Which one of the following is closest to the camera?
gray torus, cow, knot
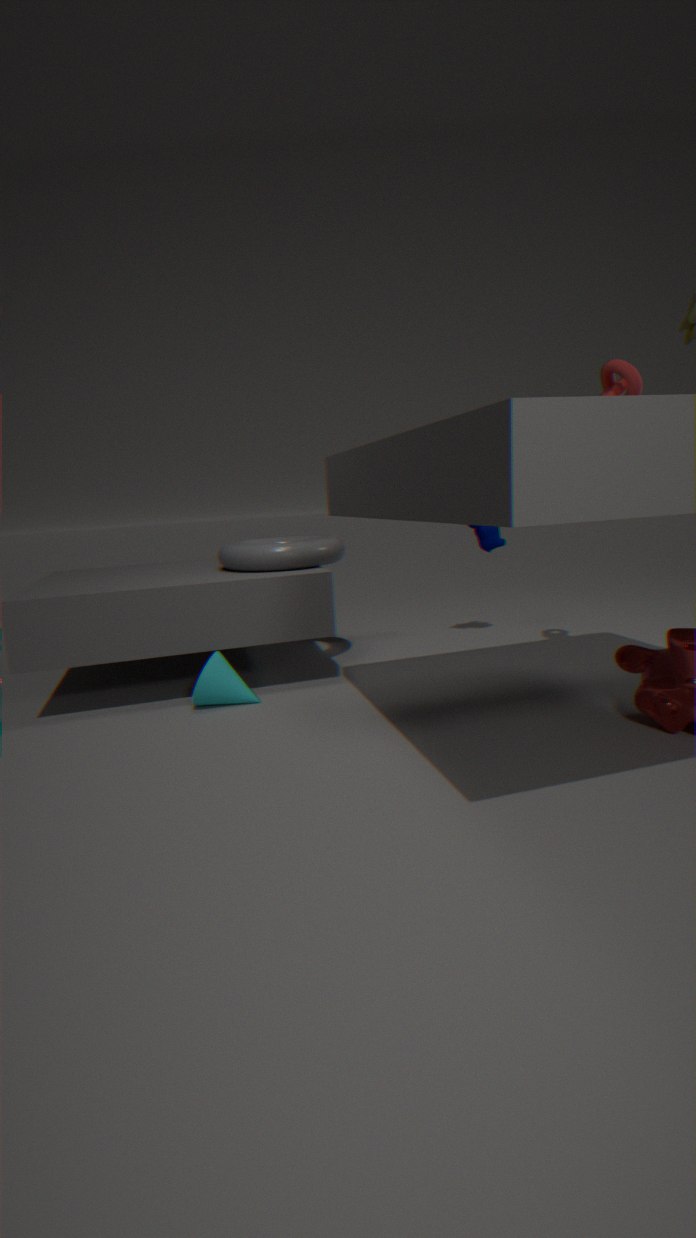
knot
